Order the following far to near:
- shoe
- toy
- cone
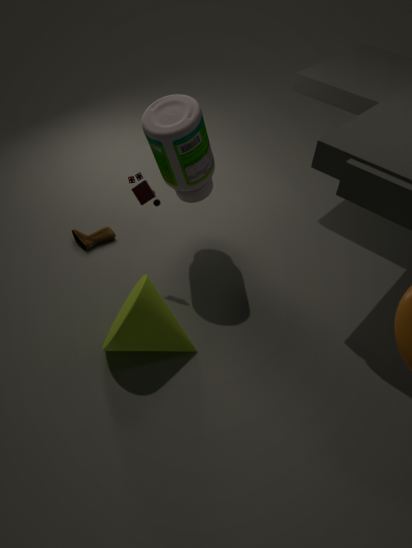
shoe < toy < cone
